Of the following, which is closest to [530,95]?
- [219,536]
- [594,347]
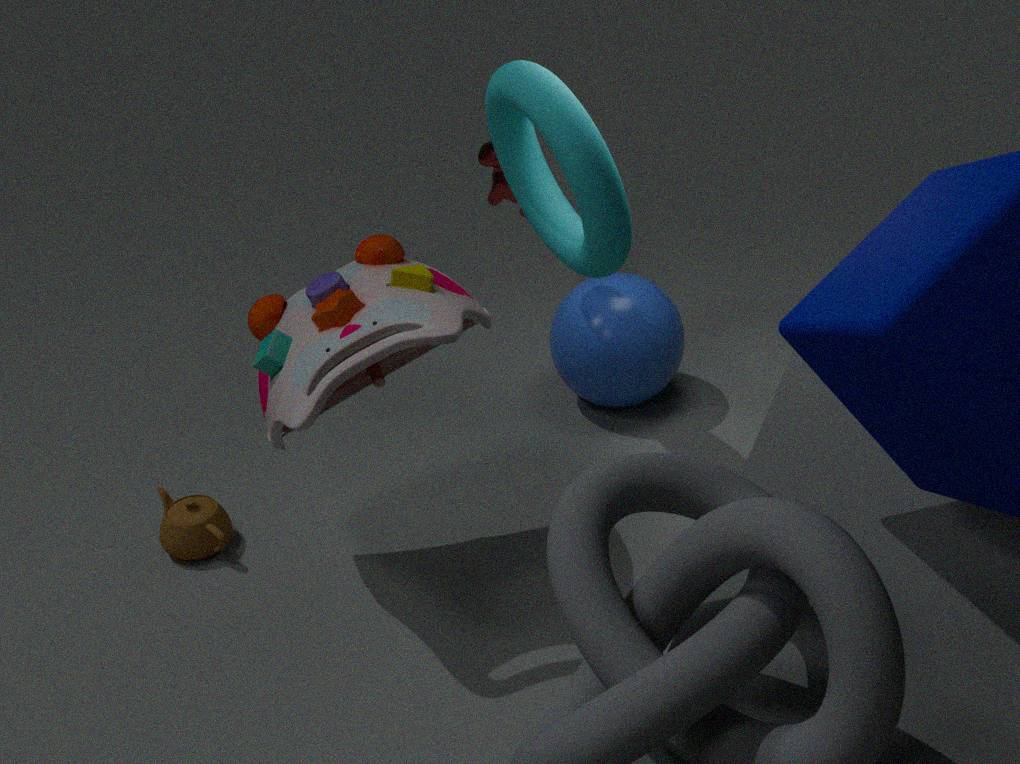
[594,347]
